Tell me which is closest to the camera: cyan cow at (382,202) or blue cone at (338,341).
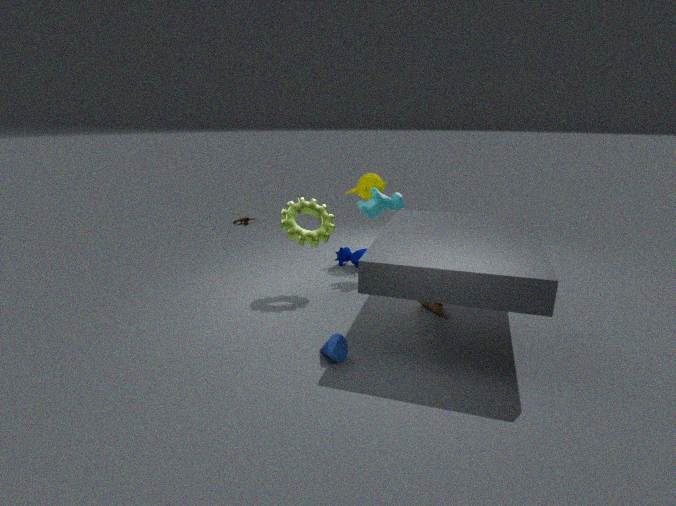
blue cone at (338,341)
